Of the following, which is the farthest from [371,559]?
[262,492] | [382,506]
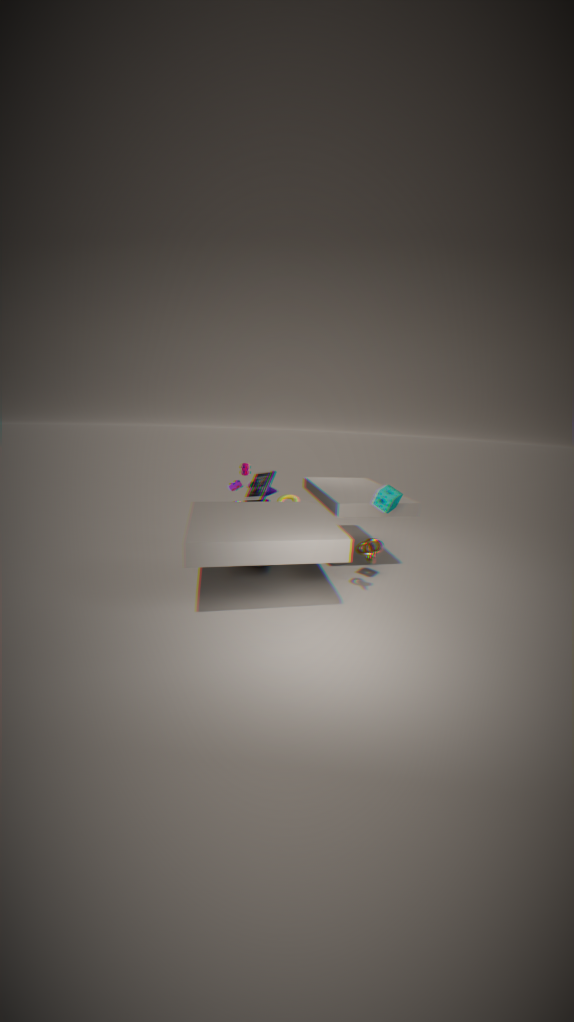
[262,492]
